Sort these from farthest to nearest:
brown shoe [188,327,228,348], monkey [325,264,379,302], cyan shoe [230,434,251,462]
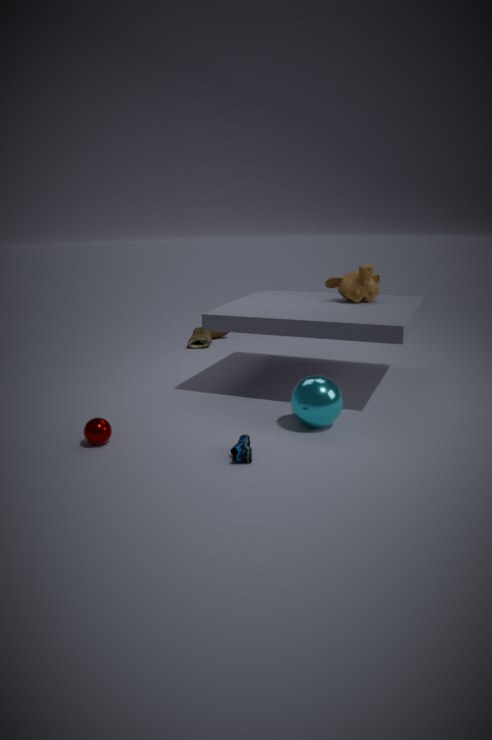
1. brown shoe [188,327,228,348]
2. monkey [325,264,379,302]
3. cyan shoe [230,434,251,462]
